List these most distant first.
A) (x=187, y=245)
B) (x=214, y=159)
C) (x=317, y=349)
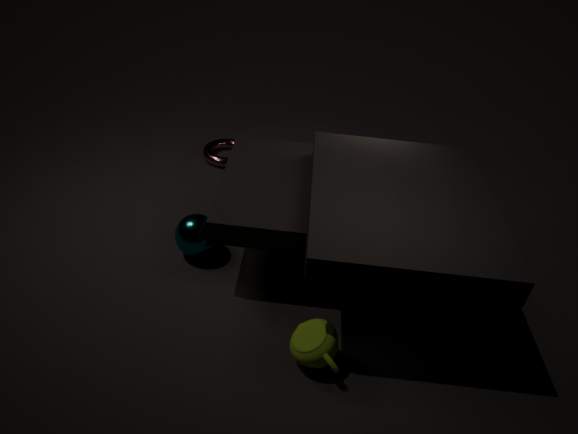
(x=214, y=159) → (x=187, y=245) → (x=317, y=349)
